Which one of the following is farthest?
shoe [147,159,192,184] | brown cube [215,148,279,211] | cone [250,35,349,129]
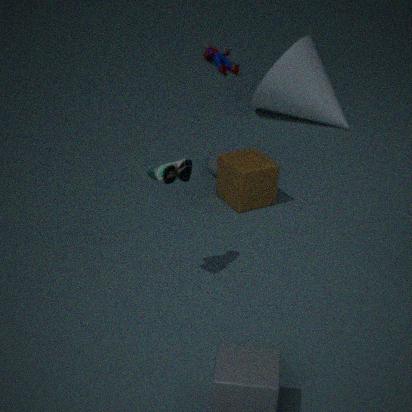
cone [250,35,349,129]
